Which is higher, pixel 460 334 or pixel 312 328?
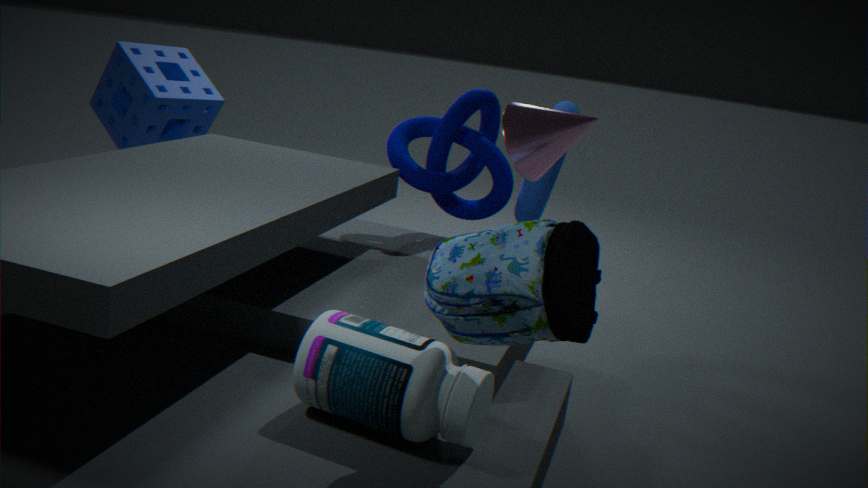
pixel 460 334
